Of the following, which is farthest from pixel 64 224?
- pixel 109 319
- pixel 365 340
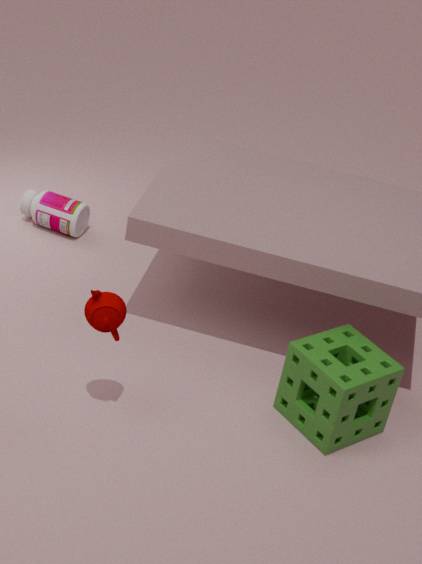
pixel 365 340
